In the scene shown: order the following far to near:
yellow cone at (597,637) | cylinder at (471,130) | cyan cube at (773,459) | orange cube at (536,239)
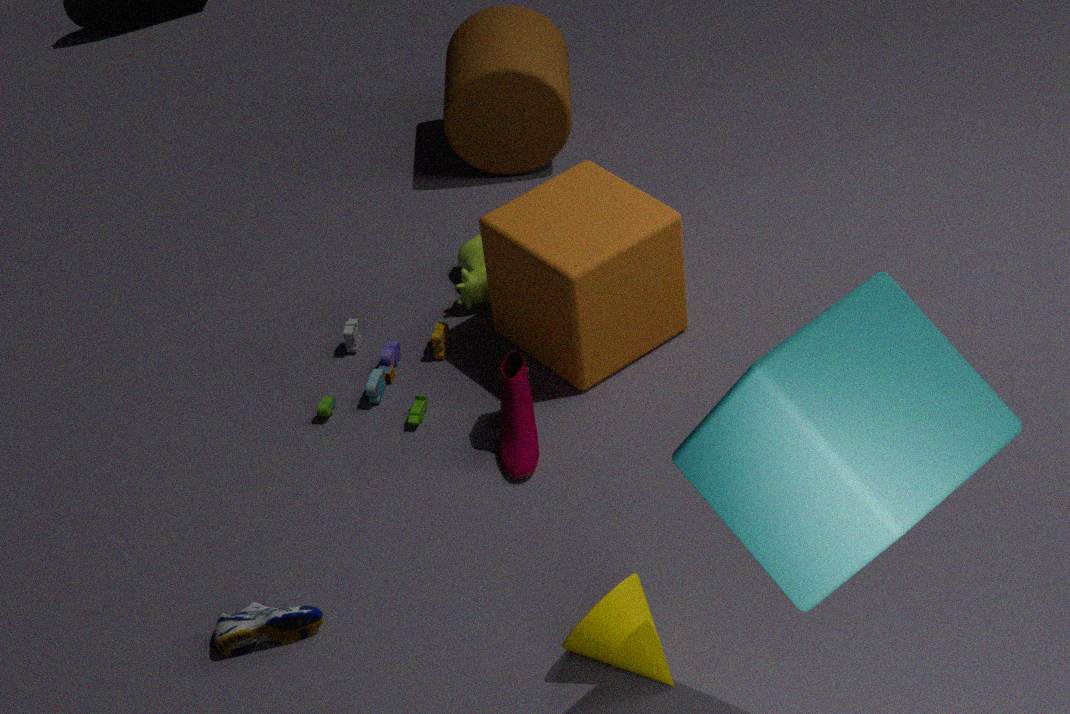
cylinder at (471,130) < orange cube at (536,239) < yellow cone at (597,637) < cyan cube at (773,459)
